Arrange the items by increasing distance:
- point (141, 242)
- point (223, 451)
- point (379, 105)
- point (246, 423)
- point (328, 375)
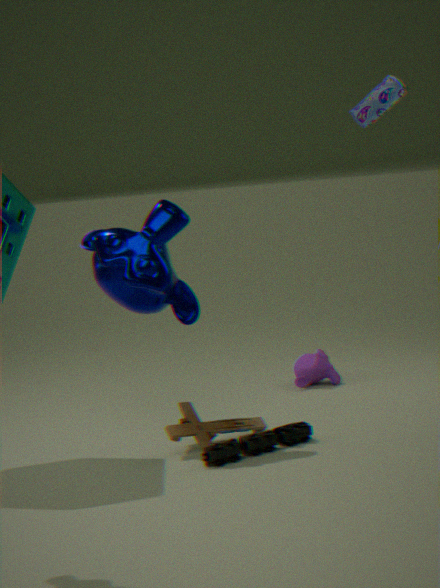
point (223, 451)
point (141, 242)
point (246, 423)
point (379, 105)
point (328, 375)
